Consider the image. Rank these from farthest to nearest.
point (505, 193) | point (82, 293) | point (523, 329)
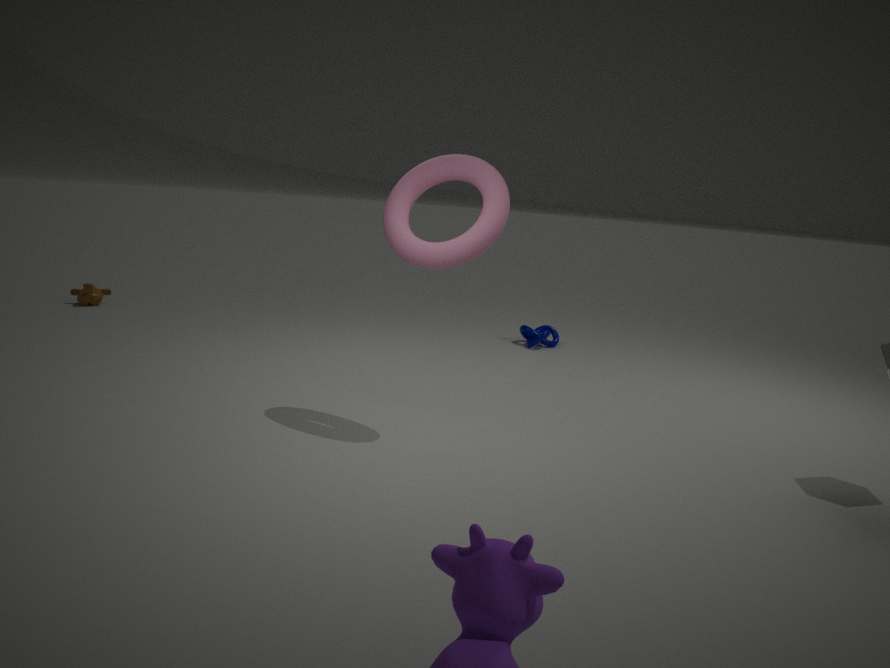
point (82, 293) < point (523, 329) < point (505, 193)
